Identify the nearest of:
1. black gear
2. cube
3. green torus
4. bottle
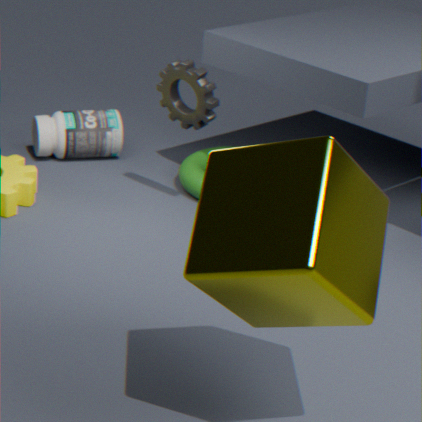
cube
